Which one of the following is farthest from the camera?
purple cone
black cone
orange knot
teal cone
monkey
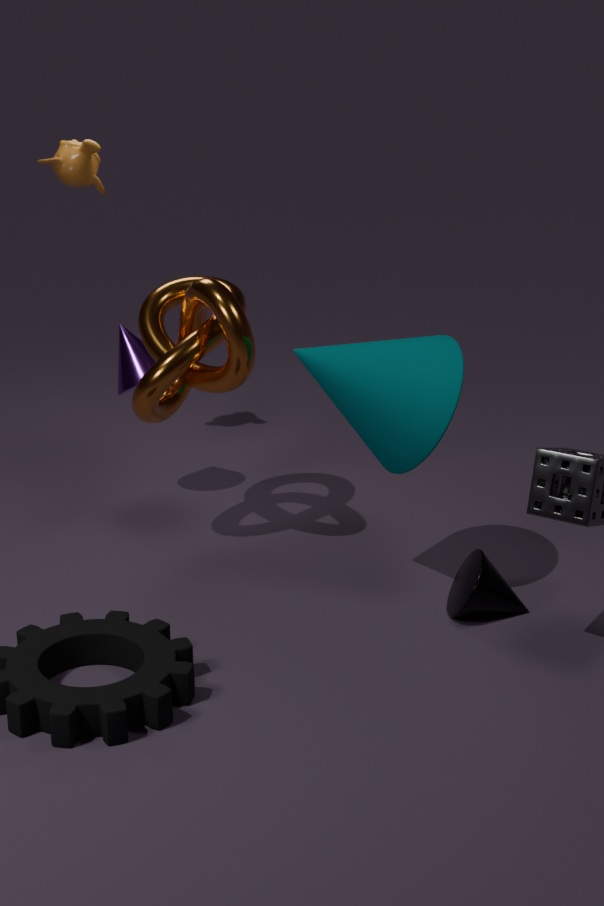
monkey
